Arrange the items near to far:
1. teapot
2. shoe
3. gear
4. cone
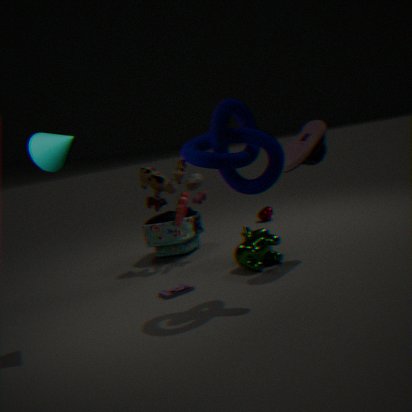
1. cone
2. shoe
3. gear
4. teapot
